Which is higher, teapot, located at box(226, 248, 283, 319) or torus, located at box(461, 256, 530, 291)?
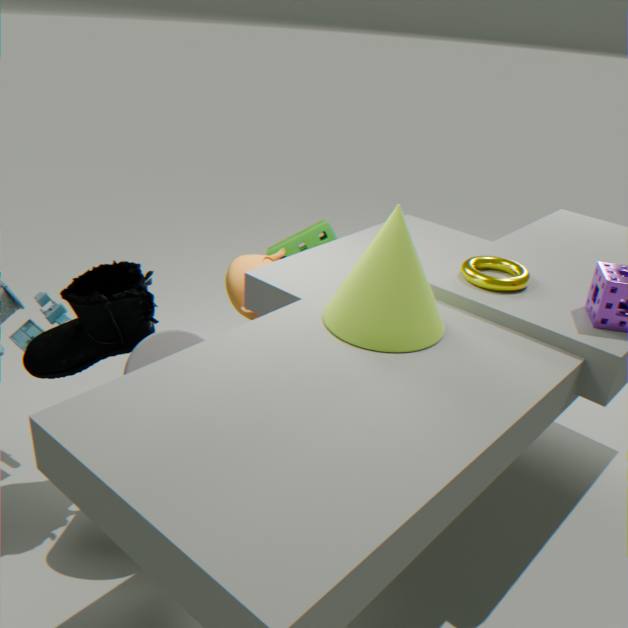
torus, located at box(461, 256, 530, 291)
